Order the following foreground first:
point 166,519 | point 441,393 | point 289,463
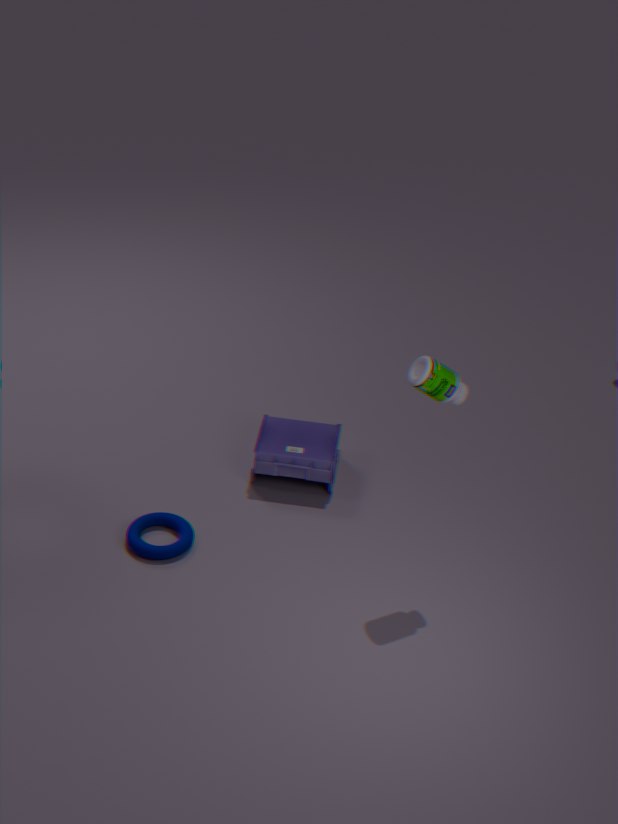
point 441,393, point 166,519, point 289,463
